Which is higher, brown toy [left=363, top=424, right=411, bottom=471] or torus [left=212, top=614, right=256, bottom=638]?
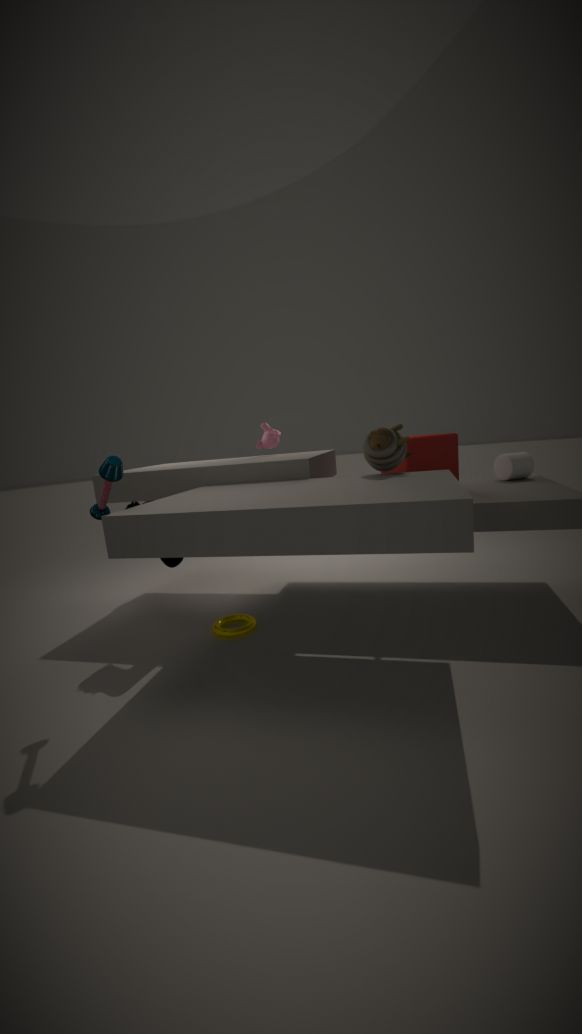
brown toy [left=363, top=424, right=411, bottom=471]
